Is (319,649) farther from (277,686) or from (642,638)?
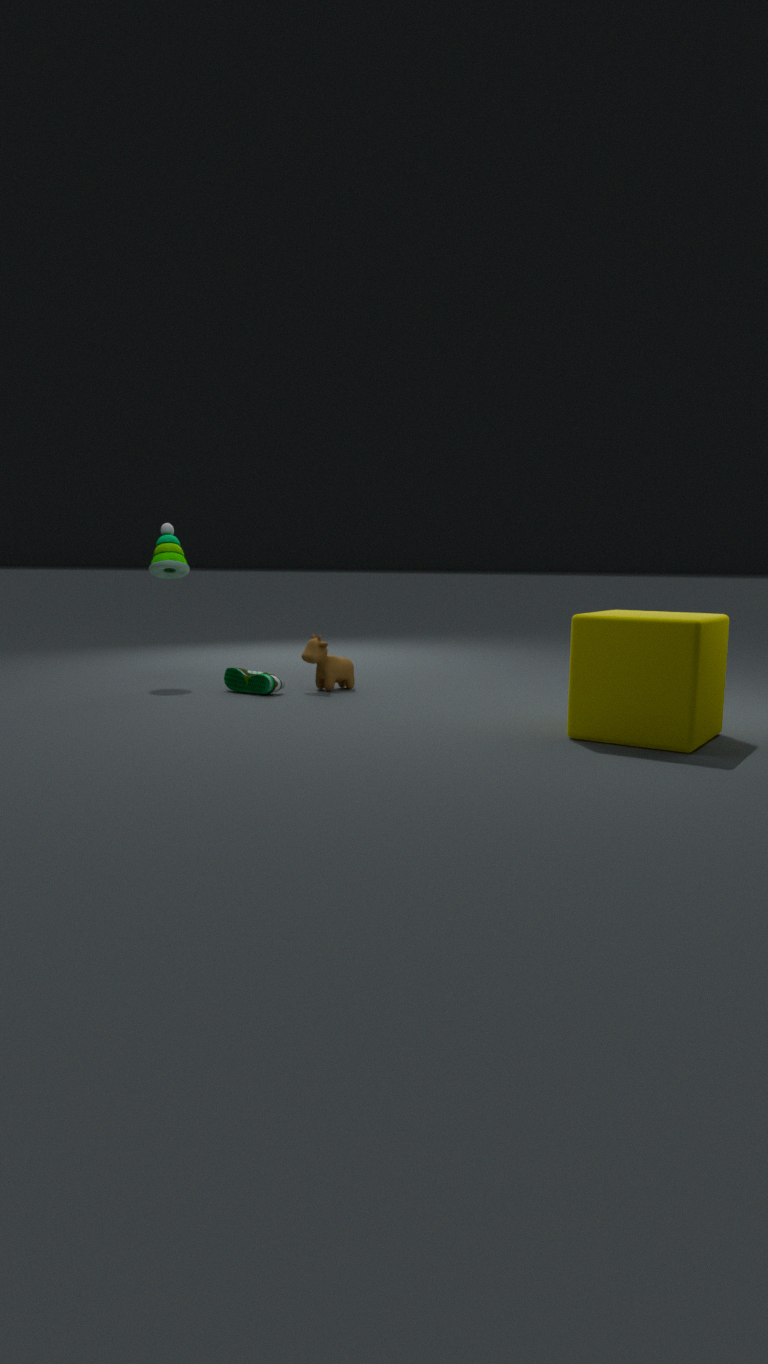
(642,638)
